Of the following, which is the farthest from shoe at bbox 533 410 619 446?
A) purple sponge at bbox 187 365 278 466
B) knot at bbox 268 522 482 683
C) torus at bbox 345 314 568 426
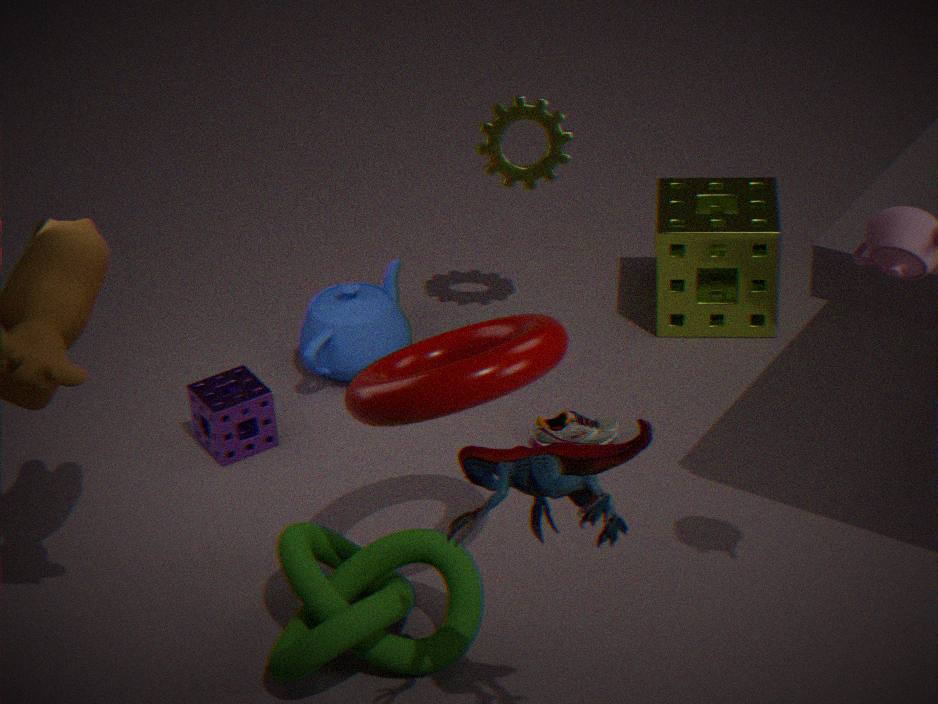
purple sponge at bbox 187 365 278 466
